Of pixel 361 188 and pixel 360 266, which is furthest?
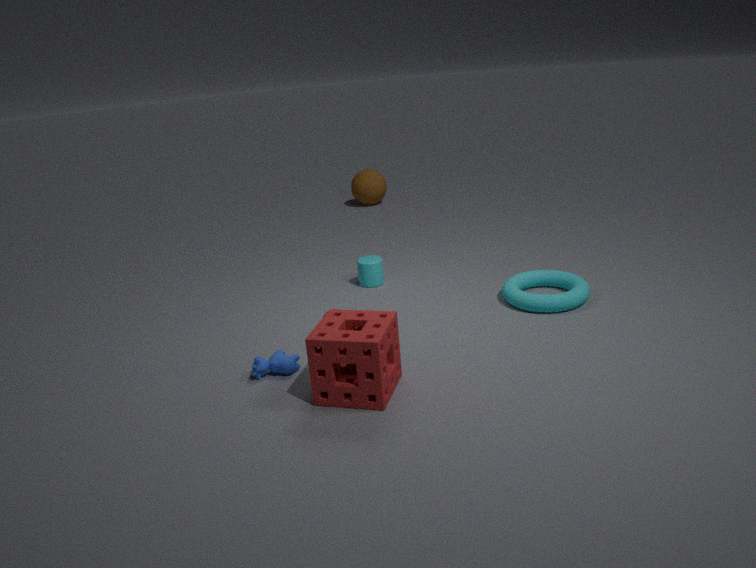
pixel 361 188
